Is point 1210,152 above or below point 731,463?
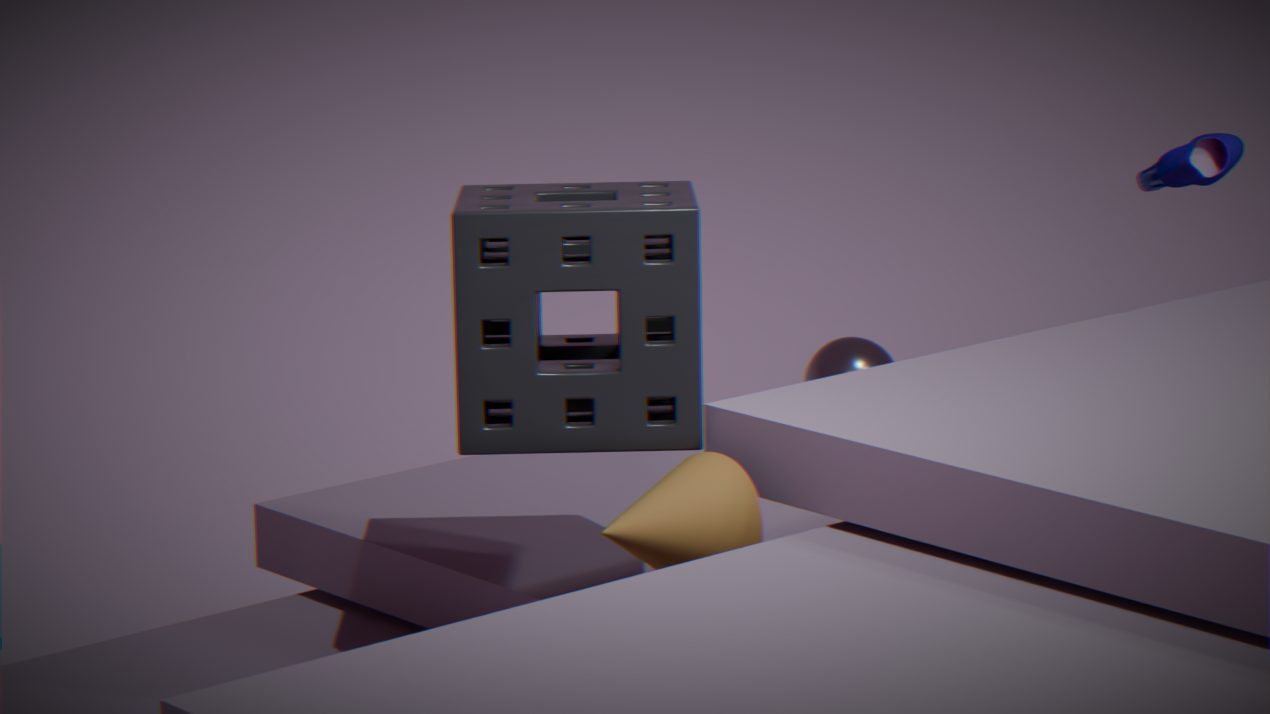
above
